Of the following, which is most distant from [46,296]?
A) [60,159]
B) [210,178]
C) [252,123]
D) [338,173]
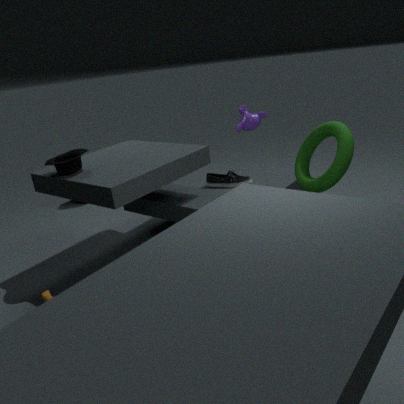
[338,173]
